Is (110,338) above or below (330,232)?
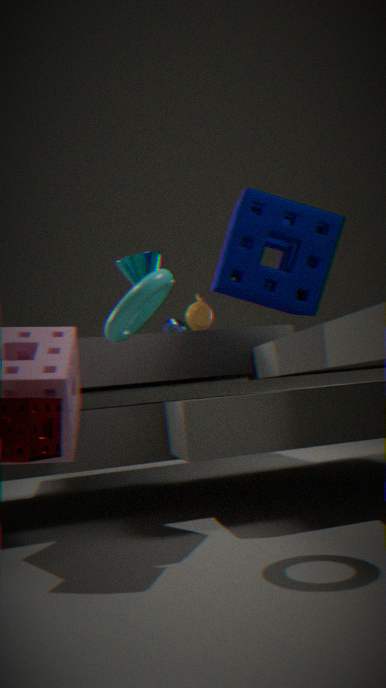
below
